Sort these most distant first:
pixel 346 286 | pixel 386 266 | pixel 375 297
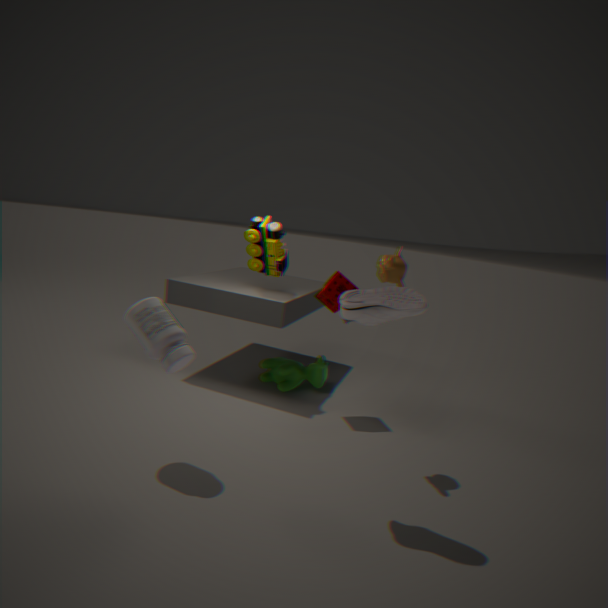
pixel 346 286 < pixel 386 266 < pixel 375 297
